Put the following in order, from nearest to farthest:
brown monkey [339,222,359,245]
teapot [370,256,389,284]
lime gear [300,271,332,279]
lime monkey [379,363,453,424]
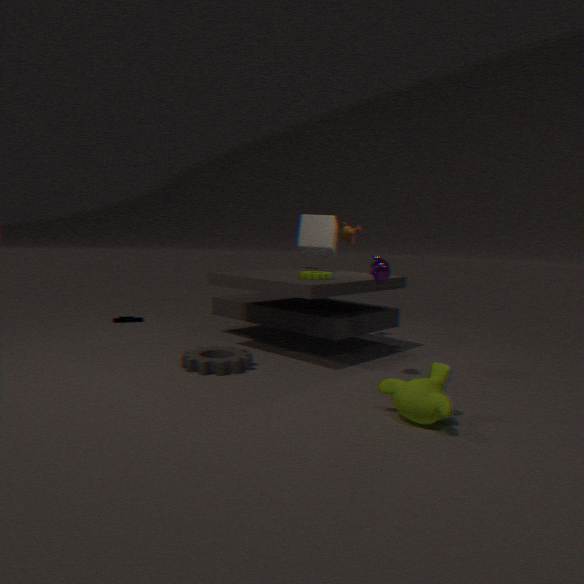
1. lime monkey [379,363,453,424]
2. teapot [370,256,389,284]
3. lime gear [300,271,332,279]
4. brown monkey [339,222,359,245]
